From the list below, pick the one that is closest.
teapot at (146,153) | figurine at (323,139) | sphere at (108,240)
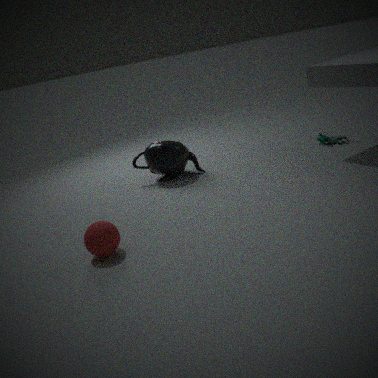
sphere at (108,240)
